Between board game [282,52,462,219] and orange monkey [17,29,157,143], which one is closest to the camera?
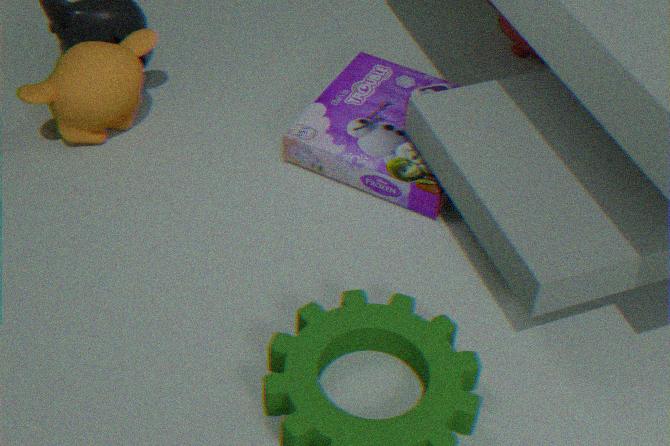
orange monkey [17,29,157,143]
